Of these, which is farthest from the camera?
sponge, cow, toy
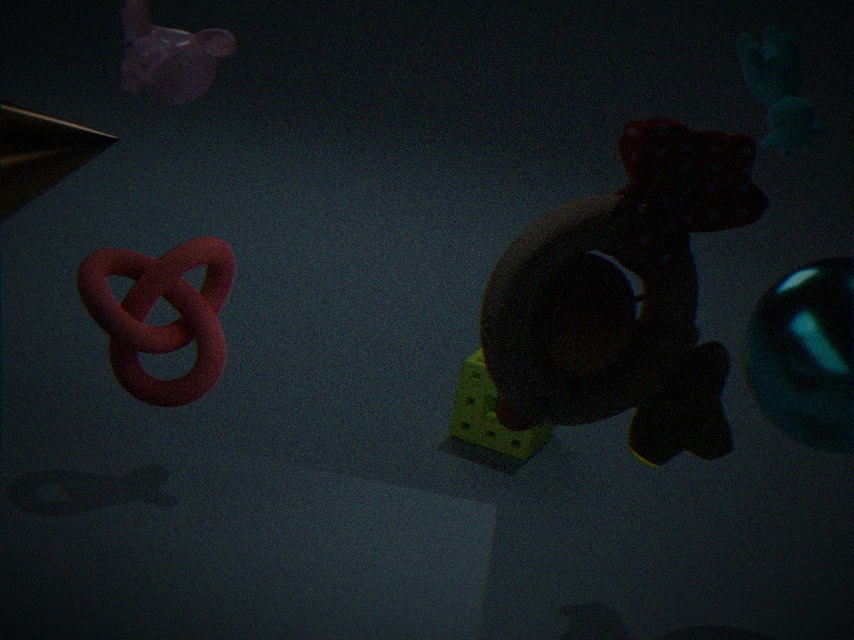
sponge
